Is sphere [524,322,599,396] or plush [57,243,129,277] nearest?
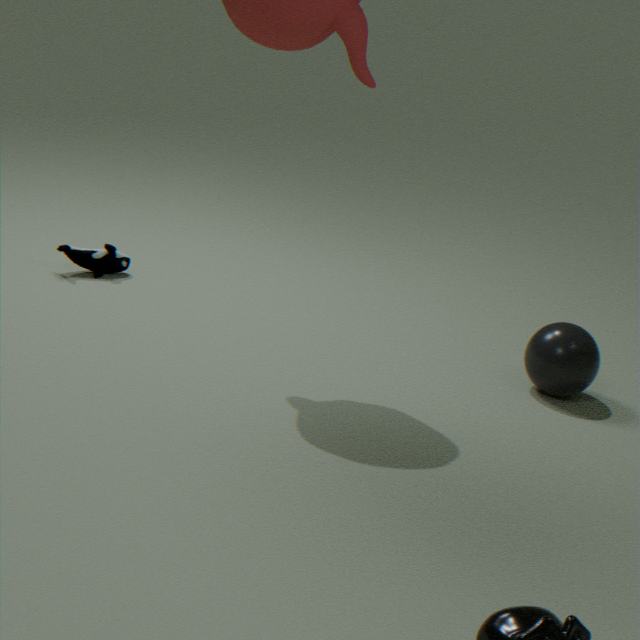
sphere [524,322,599,396]
